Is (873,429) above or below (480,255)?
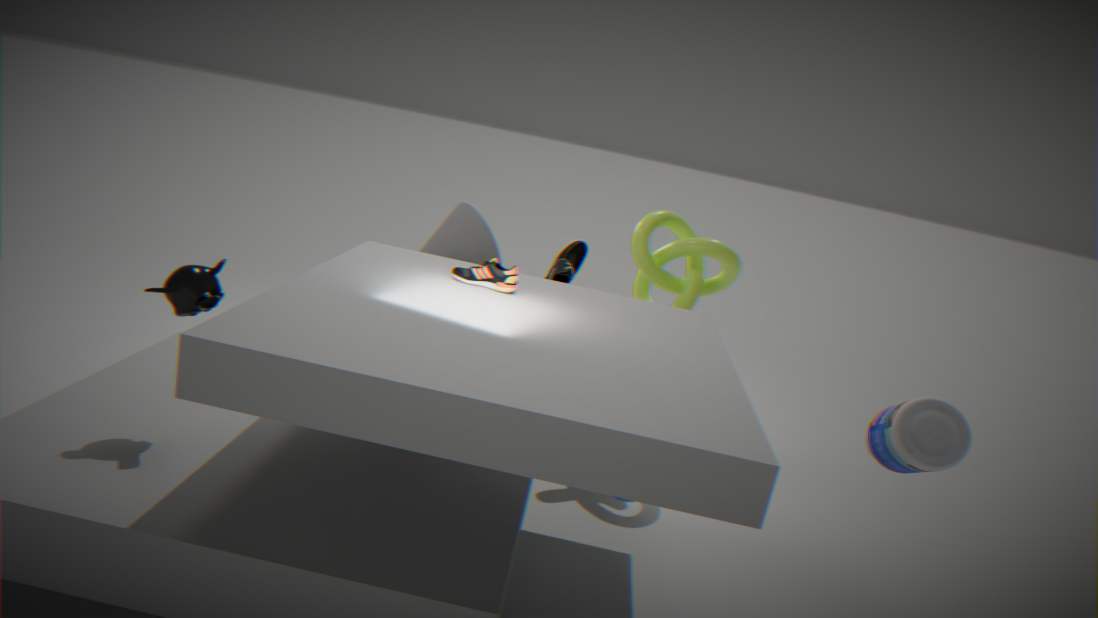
above
